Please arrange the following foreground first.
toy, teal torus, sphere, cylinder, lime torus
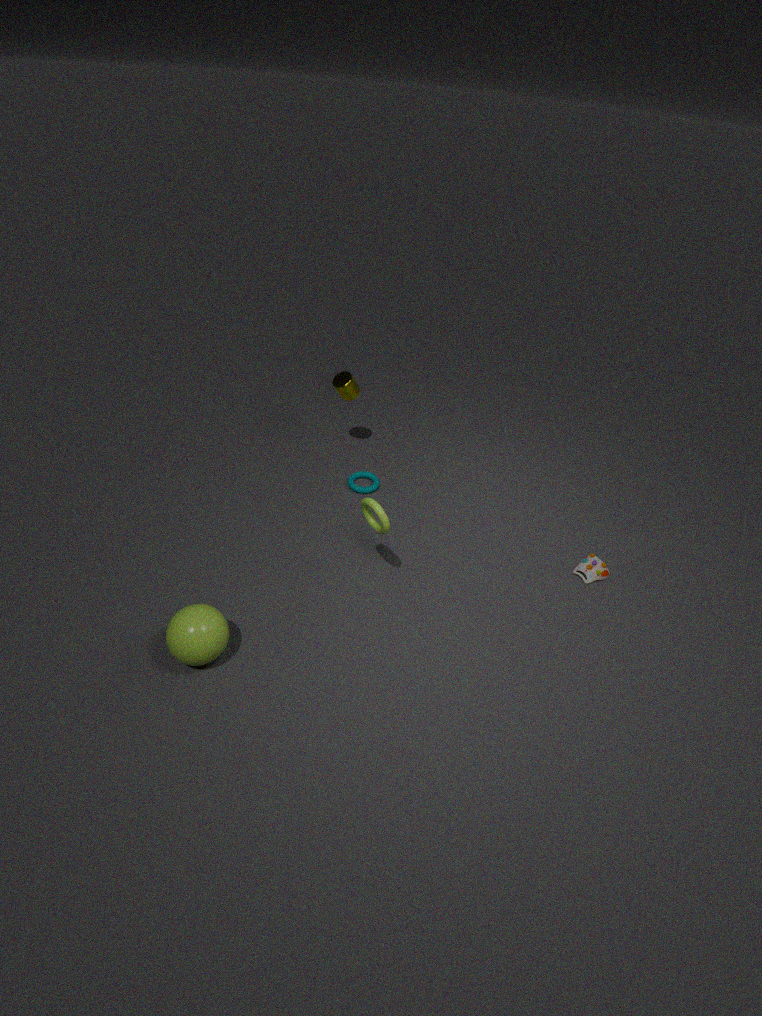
sphere
lime torus
toy
teal torus
cylinder
